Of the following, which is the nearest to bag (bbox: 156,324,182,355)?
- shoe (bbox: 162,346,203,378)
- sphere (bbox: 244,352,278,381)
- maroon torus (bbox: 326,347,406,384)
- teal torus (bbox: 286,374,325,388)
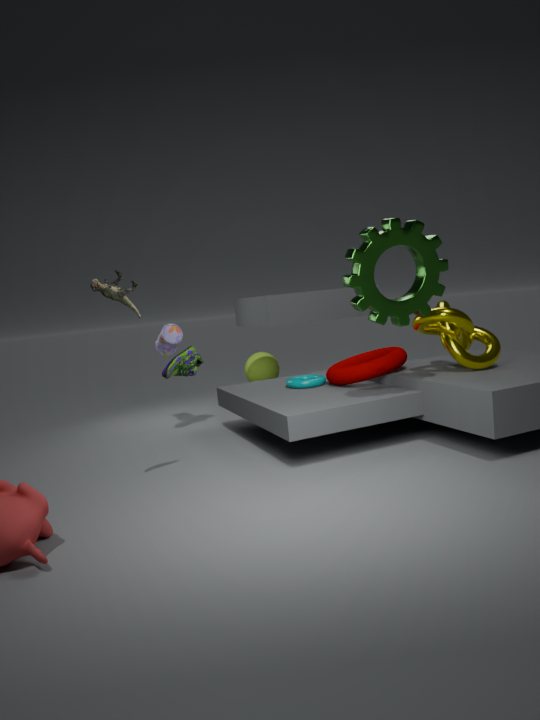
shoe (bbox: 162,346,203,378)
